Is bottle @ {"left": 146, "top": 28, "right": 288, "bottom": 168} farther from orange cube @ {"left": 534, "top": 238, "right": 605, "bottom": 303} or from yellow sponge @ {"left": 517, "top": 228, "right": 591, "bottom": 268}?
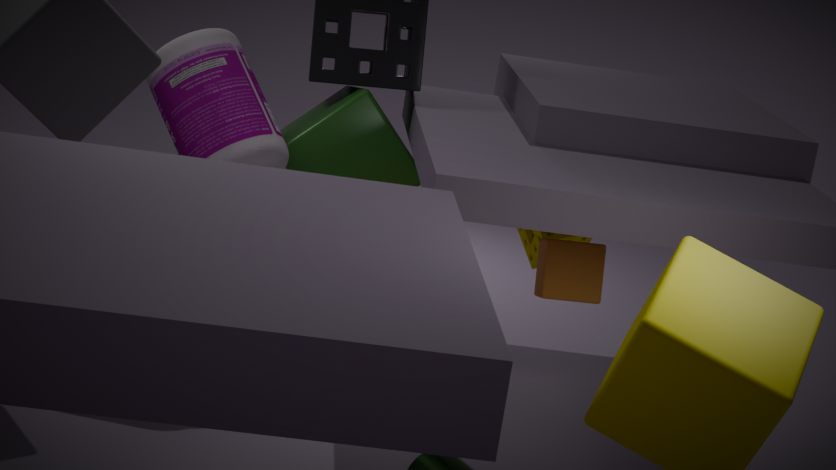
yellow sponge @ {"left": 517, "top": 228, "right": 591, "bottom": 268}
